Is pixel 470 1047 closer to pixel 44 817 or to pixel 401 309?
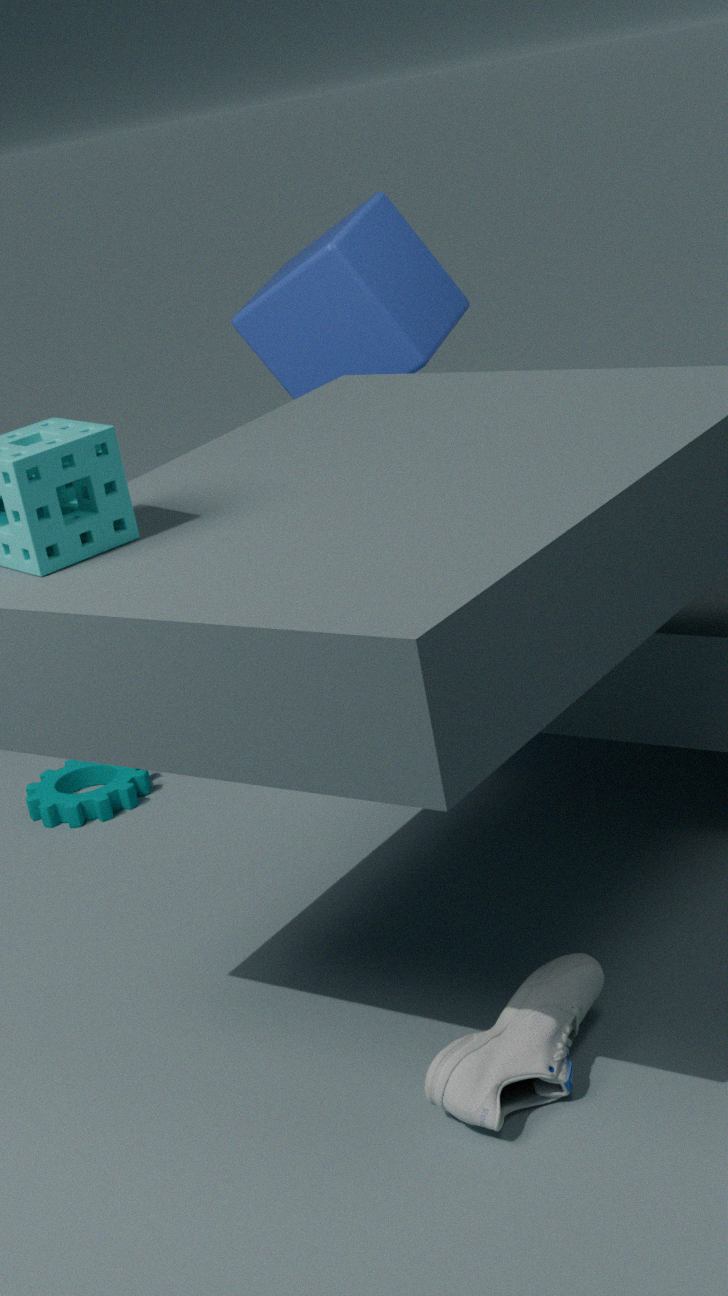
pixel 44 817
